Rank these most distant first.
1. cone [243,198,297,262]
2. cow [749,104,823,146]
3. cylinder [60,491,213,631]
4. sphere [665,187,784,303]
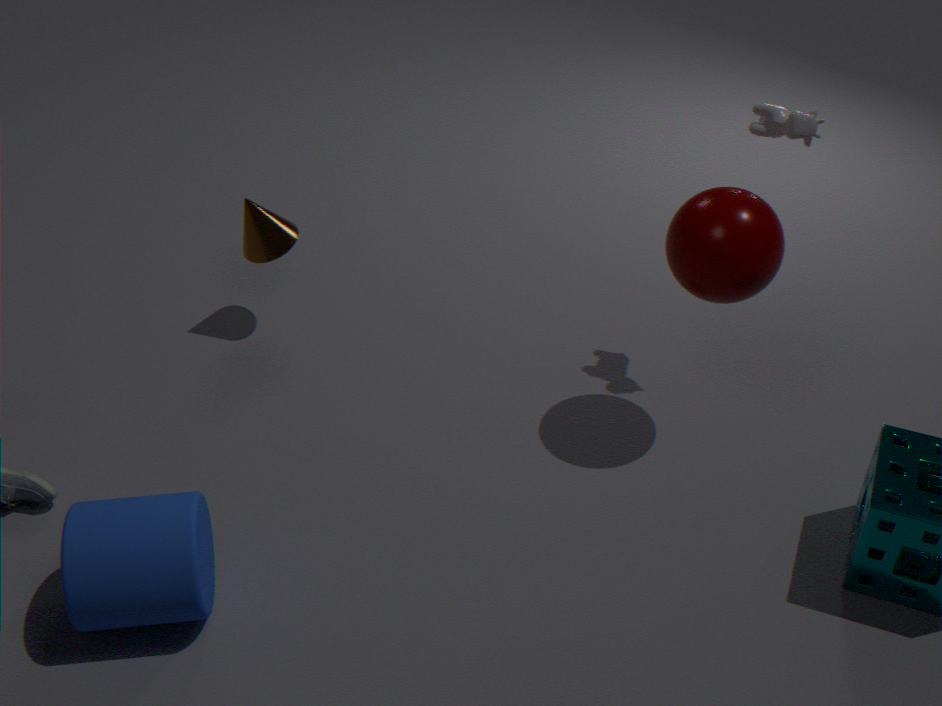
cone [243,198,297,262] < cow [749,104,823,146] < sphere [665,187,784,303] < cylinder [60,491,213,631]
